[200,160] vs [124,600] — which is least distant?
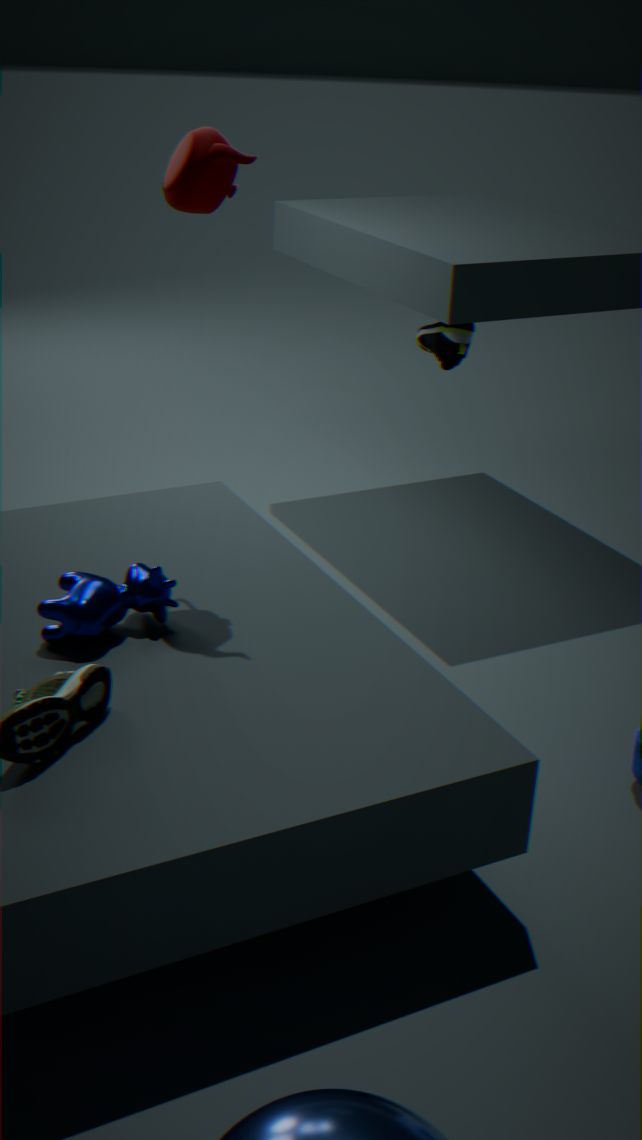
[200,160]
